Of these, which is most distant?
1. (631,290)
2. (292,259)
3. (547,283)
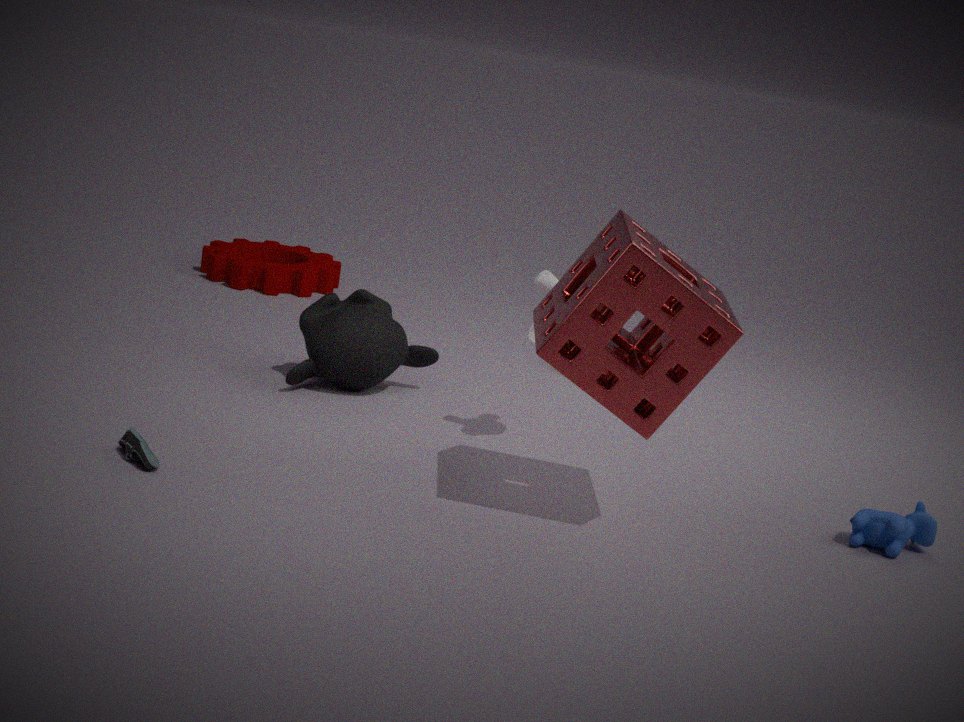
(292,259)
